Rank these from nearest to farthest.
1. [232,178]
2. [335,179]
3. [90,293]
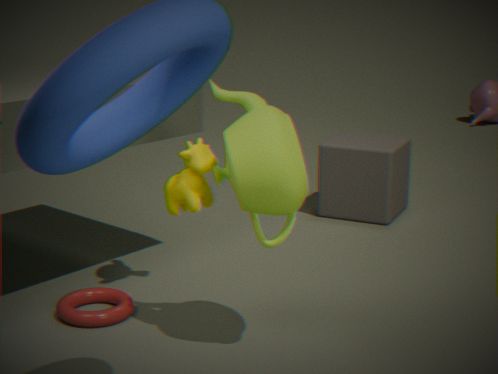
1. [232,178]
2. [90,293]
3. [335,179]
